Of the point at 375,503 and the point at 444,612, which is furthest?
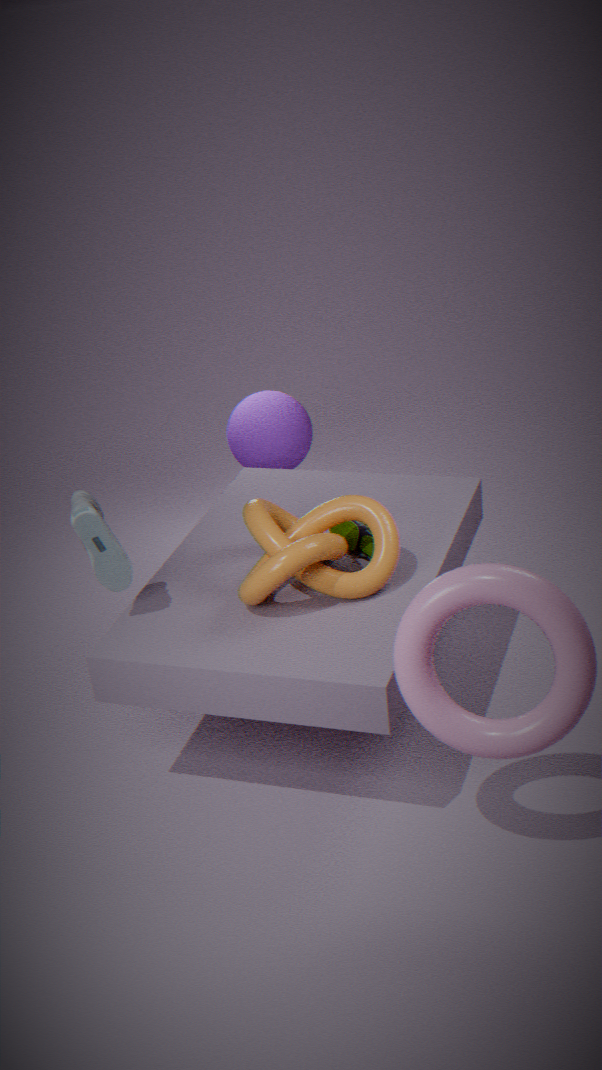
the point at 375,503
